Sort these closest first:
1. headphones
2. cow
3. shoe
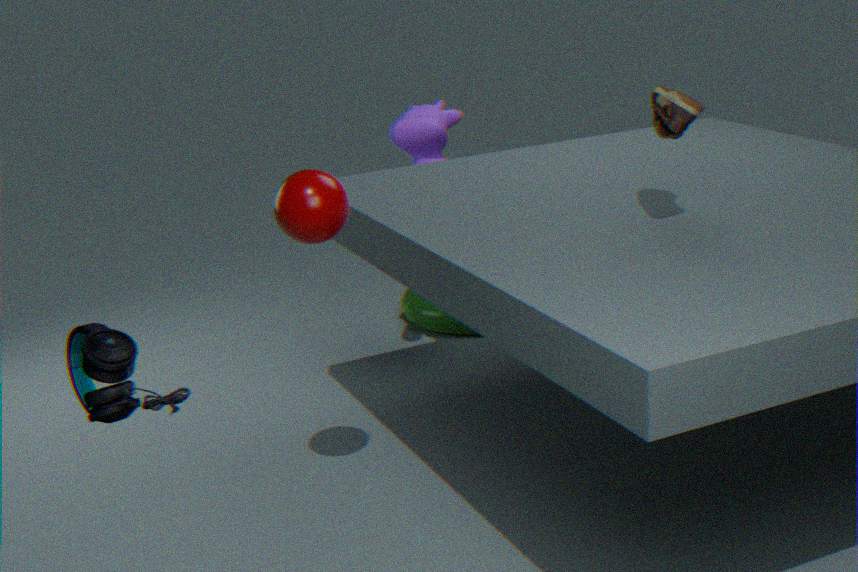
headphones < shoe < cow
